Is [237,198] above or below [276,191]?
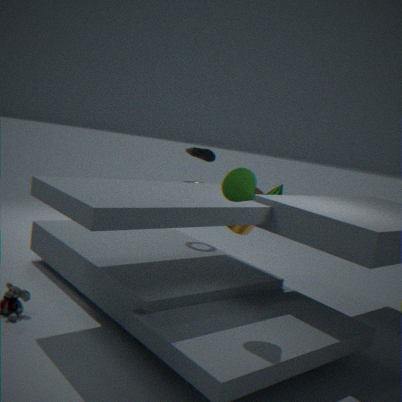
above
